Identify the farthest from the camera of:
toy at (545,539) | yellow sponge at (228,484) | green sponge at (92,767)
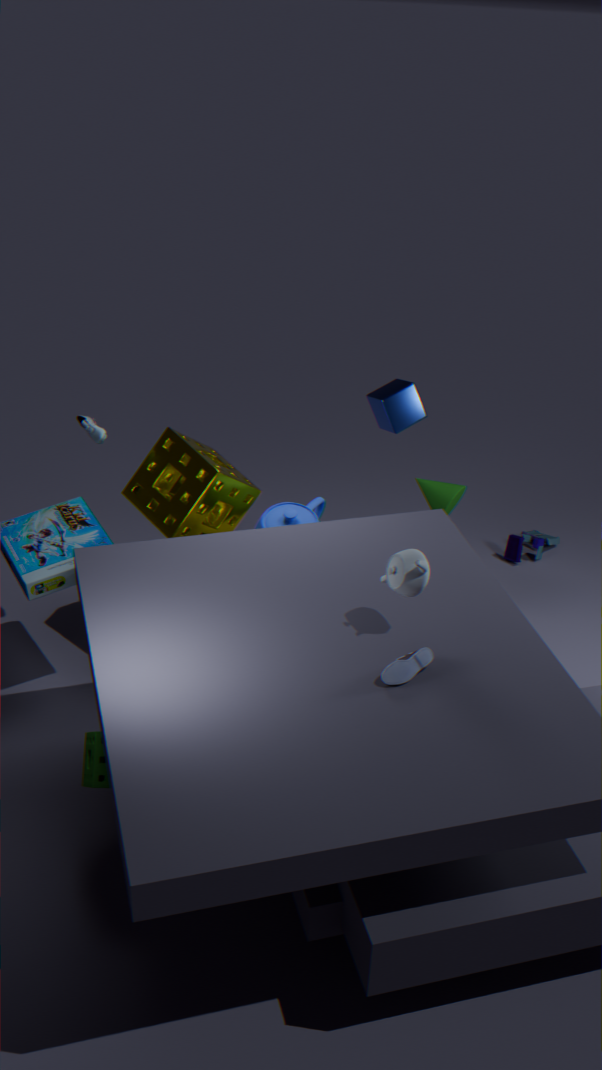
toy at (545,539)
